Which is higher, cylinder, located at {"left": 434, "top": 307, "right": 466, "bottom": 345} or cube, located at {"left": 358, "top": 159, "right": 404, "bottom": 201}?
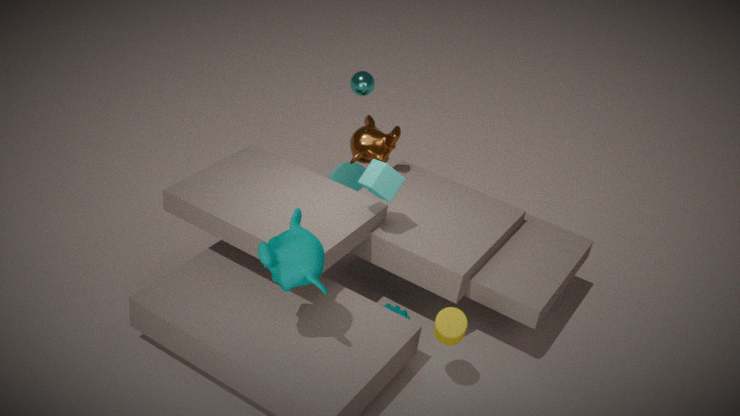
cube, located at {"left": 358, "top": 159, "right": 404, "bottom": 201}
